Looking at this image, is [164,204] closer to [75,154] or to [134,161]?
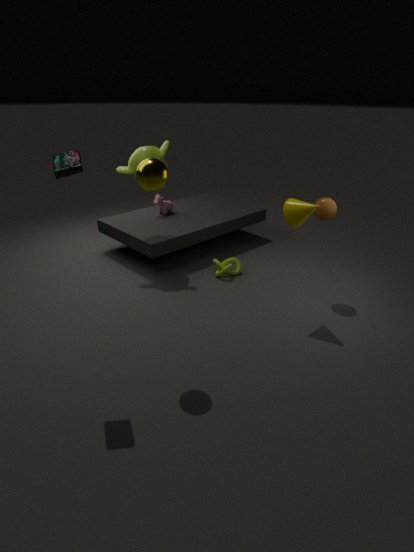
[134,161]
